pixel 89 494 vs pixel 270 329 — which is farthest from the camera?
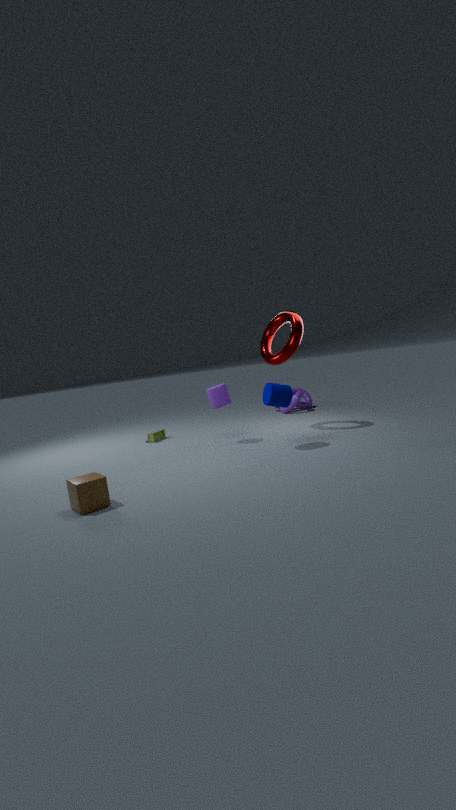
pixel 270 329
